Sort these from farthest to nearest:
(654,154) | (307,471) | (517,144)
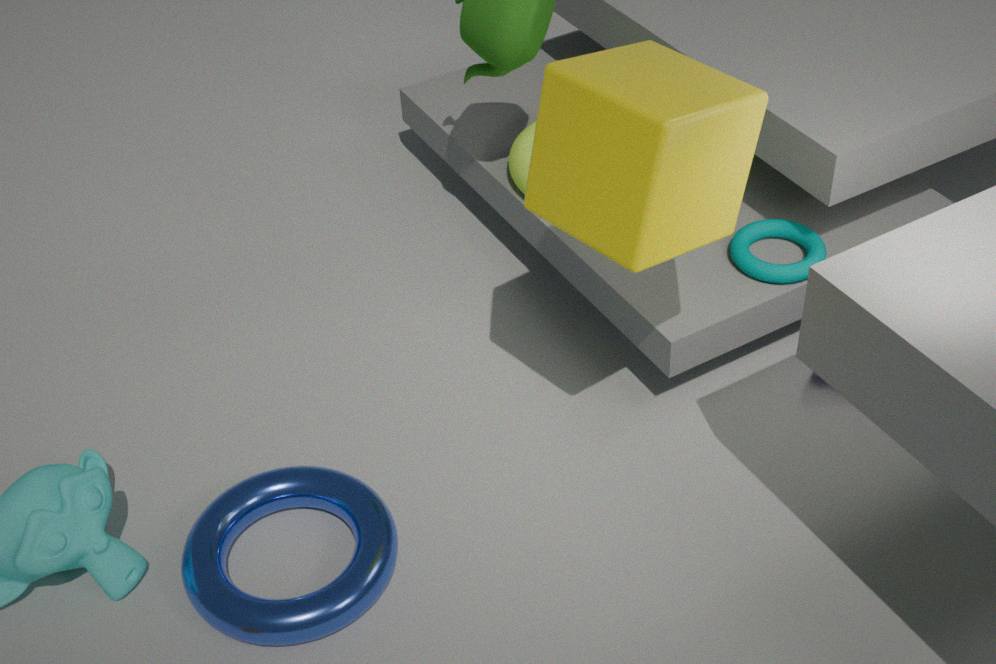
1. (517,144)
2. (307,471)
3. (654,154)
